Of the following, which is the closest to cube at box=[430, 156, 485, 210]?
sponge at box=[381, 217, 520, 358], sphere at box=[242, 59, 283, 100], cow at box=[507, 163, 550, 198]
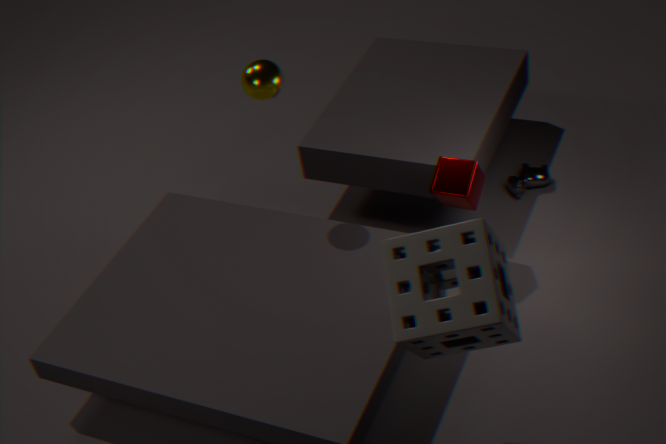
cow at box=[507, 163, 550, 198]
